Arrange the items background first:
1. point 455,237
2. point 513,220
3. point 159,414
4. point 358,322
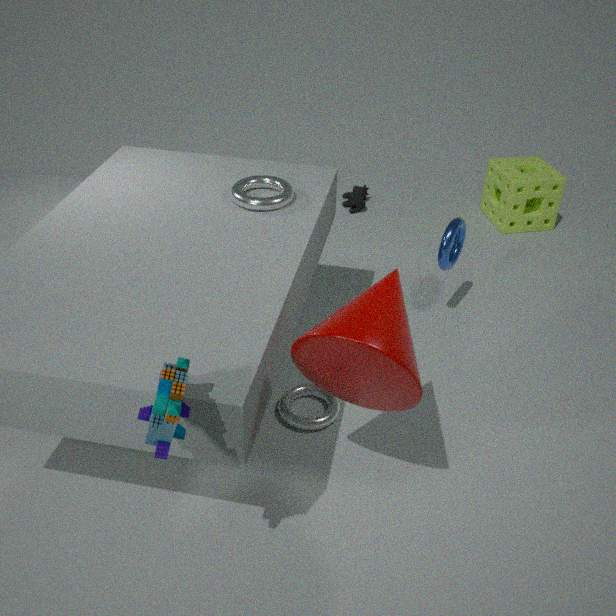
point 513,220 < point 455,237 < point 358,322 < point 159,414
